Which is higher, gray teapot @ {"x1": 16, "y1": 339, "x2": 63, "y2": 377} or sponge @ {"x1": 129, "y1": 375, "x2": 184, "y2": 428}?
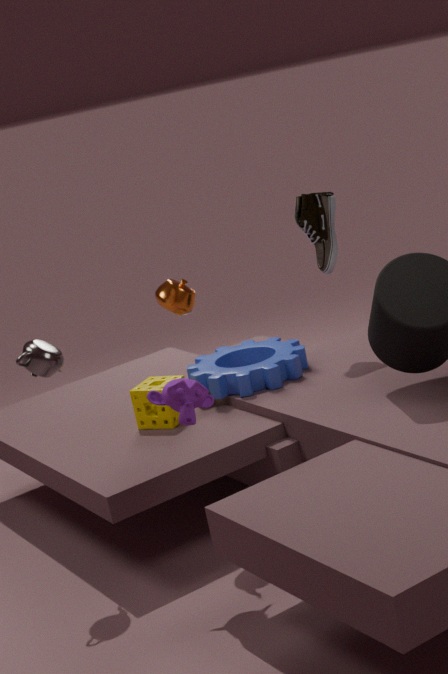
gray teapot @ {"x1": 16, "y1": 339, "x2": 63, "y2": 377}
